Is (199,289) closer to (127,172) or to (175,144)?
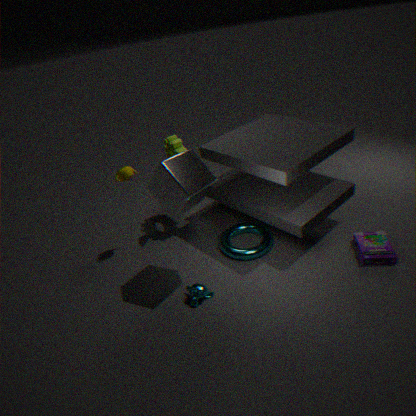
(127,172)
